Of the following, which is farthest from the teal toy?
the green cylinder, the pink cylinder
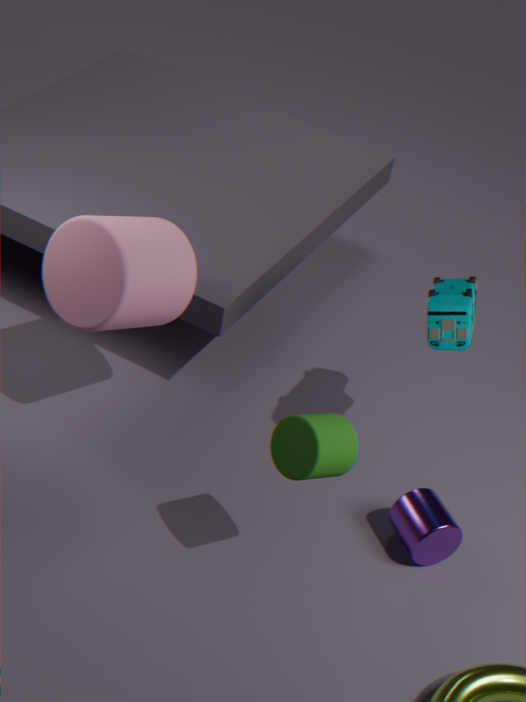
the pink cylinder
